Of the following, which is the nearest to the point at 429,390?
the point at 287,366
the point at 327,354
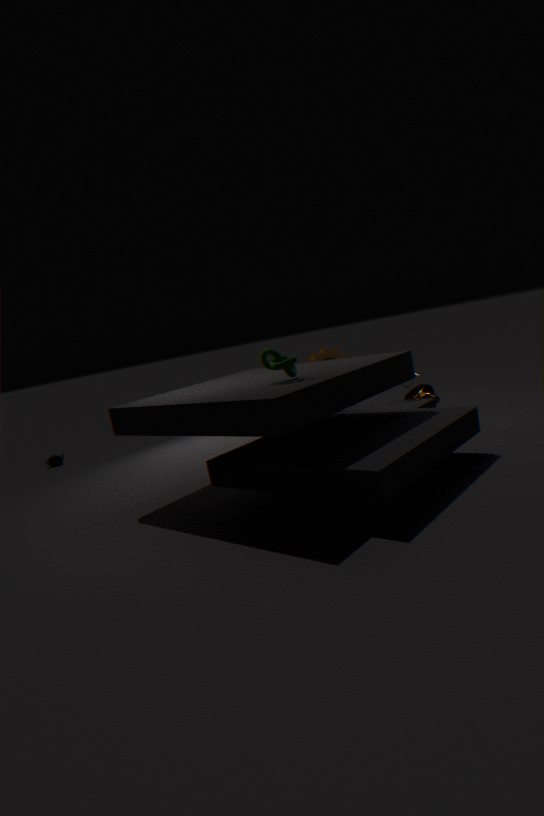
the point at 327,354
